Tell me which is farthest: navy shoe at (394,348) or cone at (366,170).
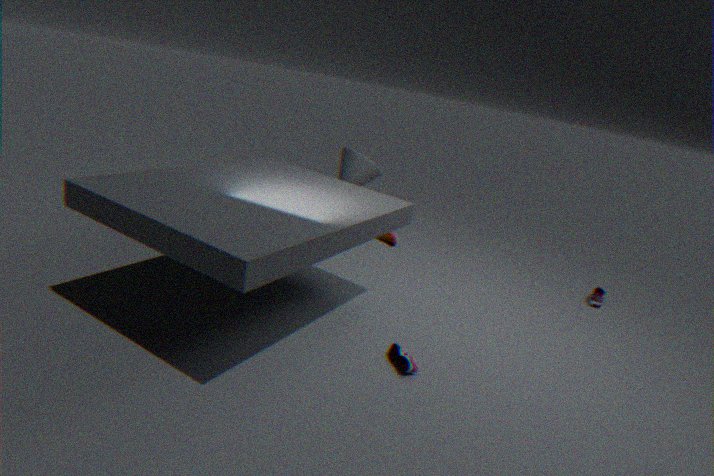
cone at (366,170)
